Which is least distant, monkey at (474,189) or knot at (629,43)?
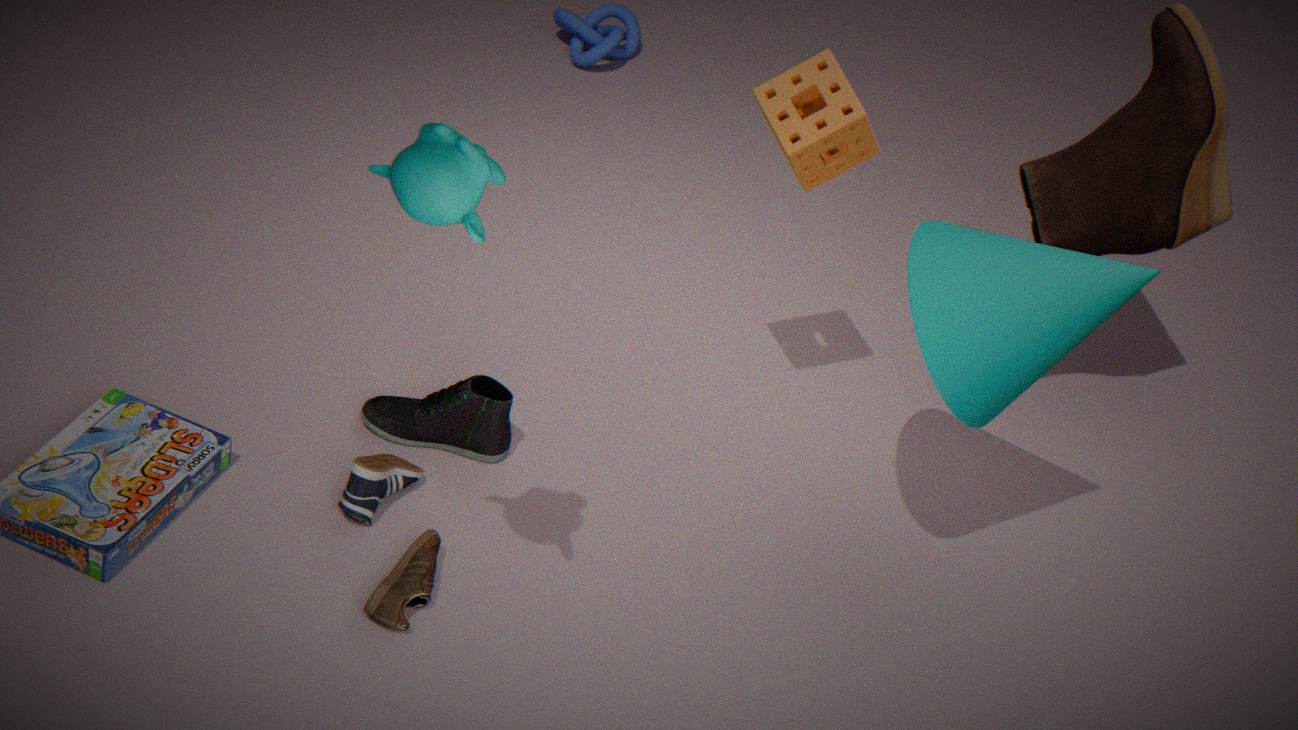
monkey at (474,189)
